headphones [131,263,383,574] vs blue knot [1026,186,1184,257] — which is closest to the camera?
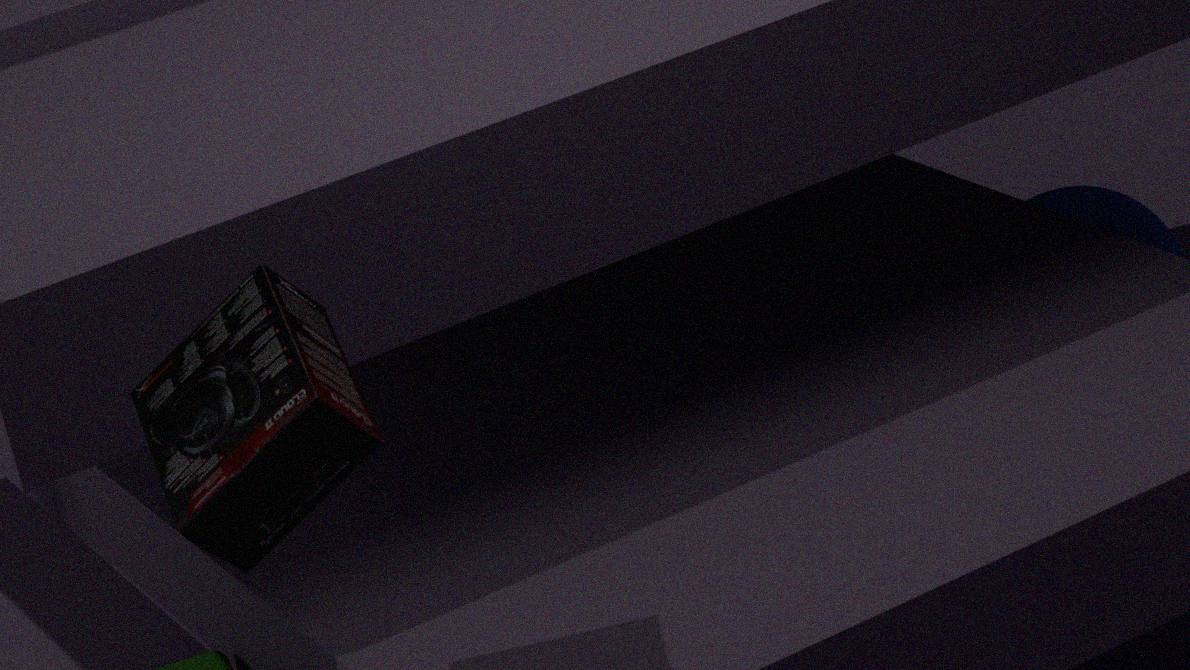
headphones [131,263,383,574]
